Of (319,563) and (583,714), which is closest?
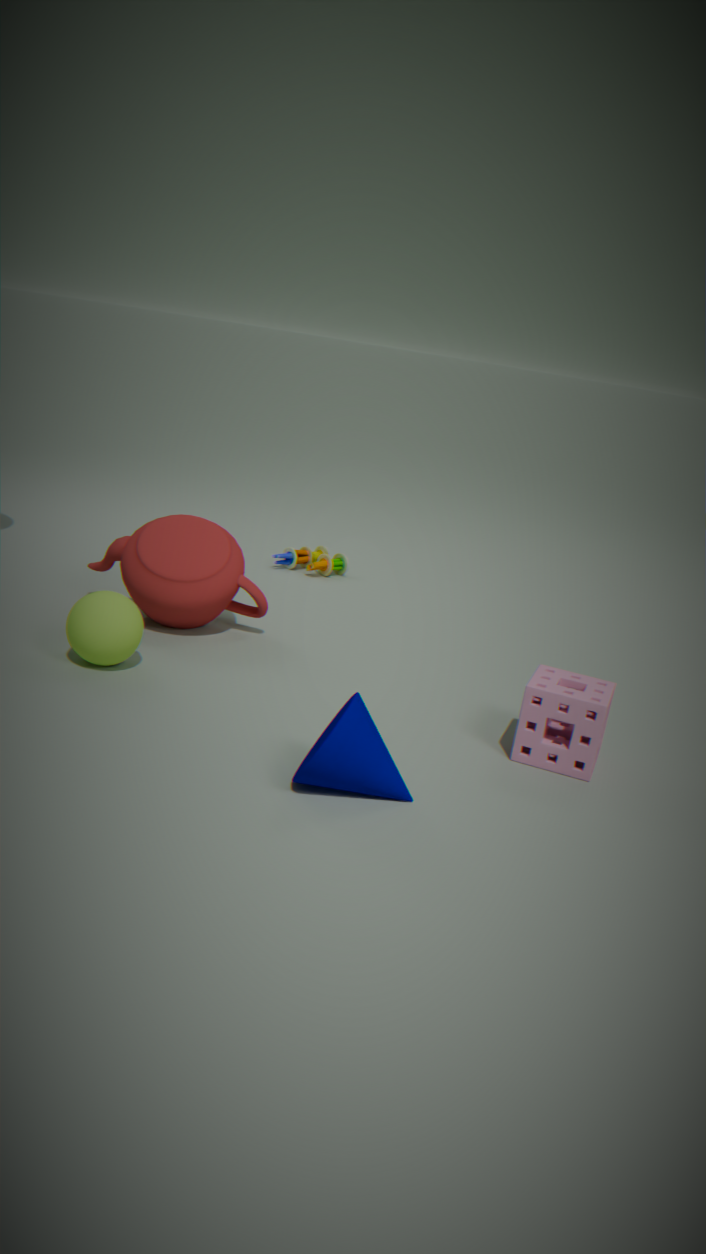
(583,714)
